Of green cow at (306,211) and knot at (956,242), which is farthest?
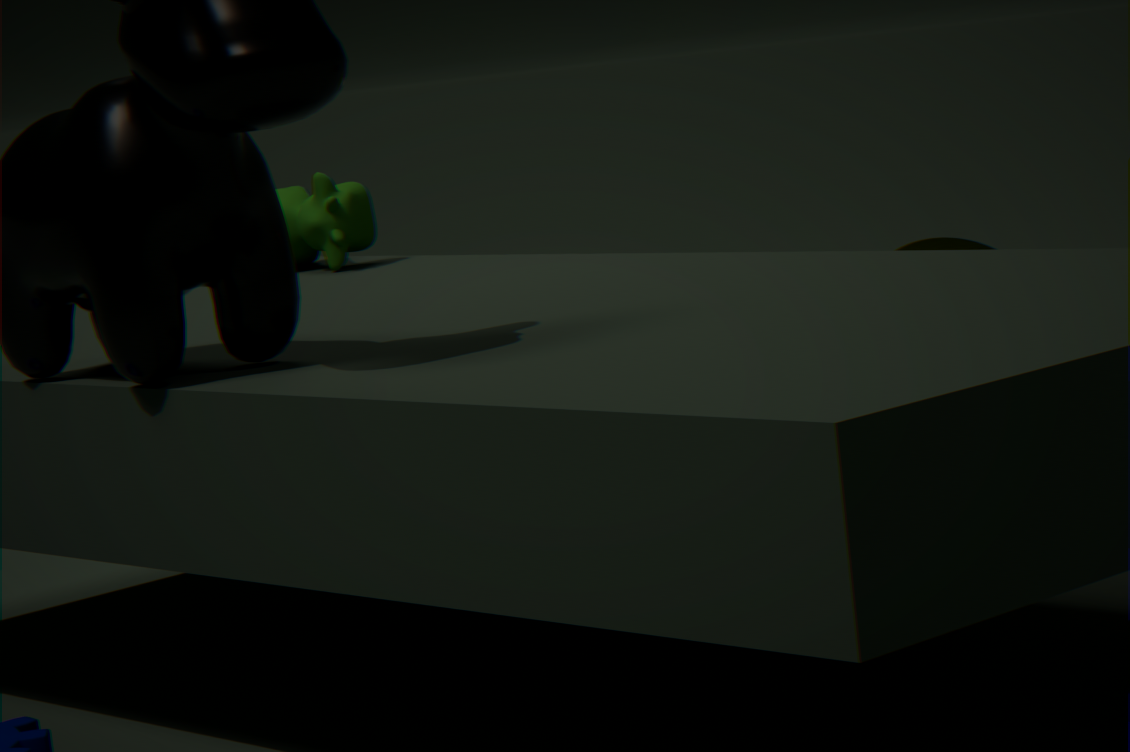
knot at (956,242)
